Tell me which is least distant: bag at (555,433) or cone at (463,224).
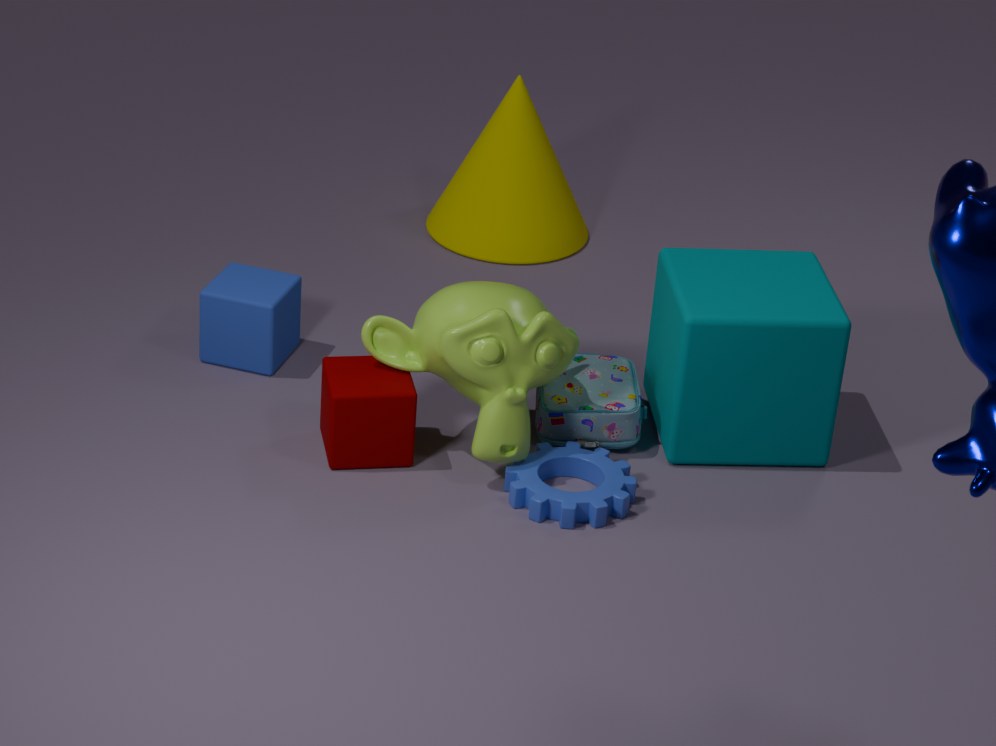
bag at (555,433)
